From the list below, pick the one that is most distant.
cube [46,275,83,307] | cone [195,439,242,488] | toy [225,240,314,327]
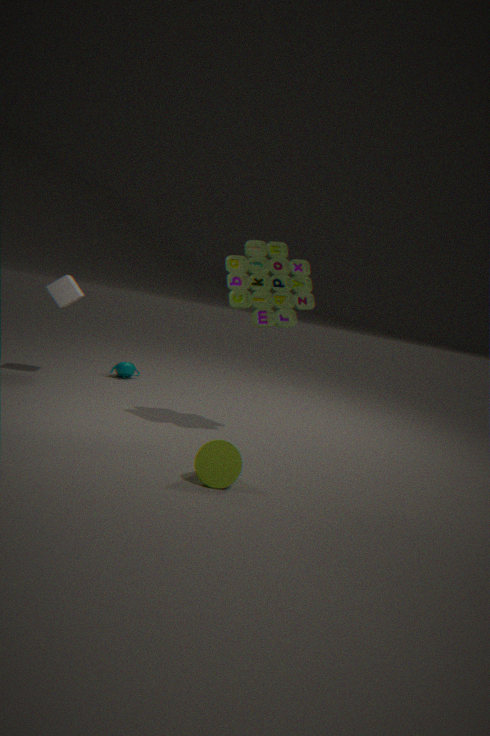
cube [46,275,83,307]
